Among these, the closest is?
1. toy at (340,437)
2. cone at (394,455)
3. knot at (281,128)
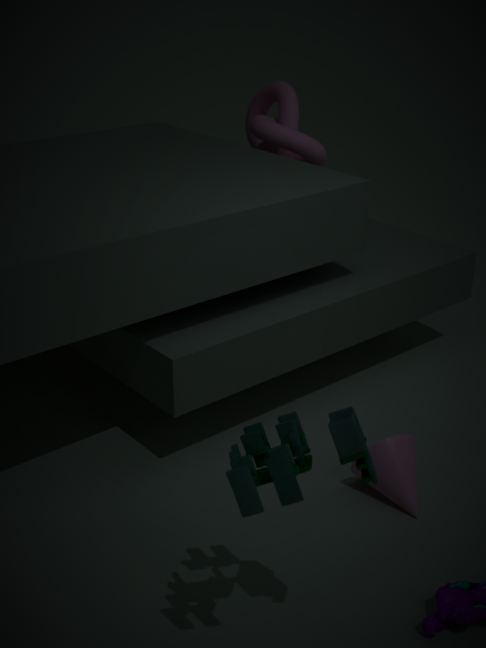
toy at (340,437)
